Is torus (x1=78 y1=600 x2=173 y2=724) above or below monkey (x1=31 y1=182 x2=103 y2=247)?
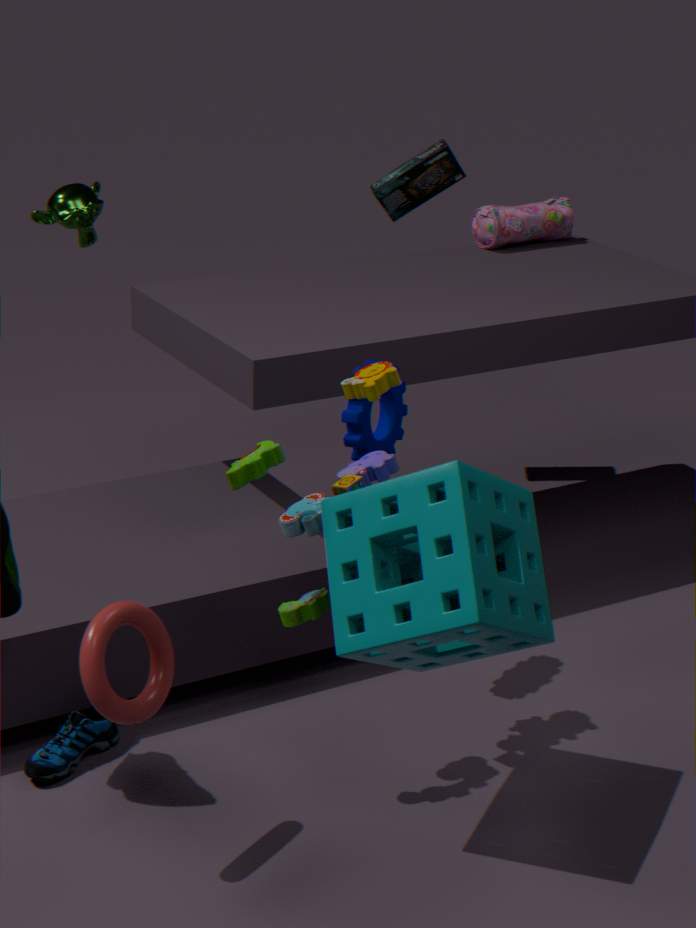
below
